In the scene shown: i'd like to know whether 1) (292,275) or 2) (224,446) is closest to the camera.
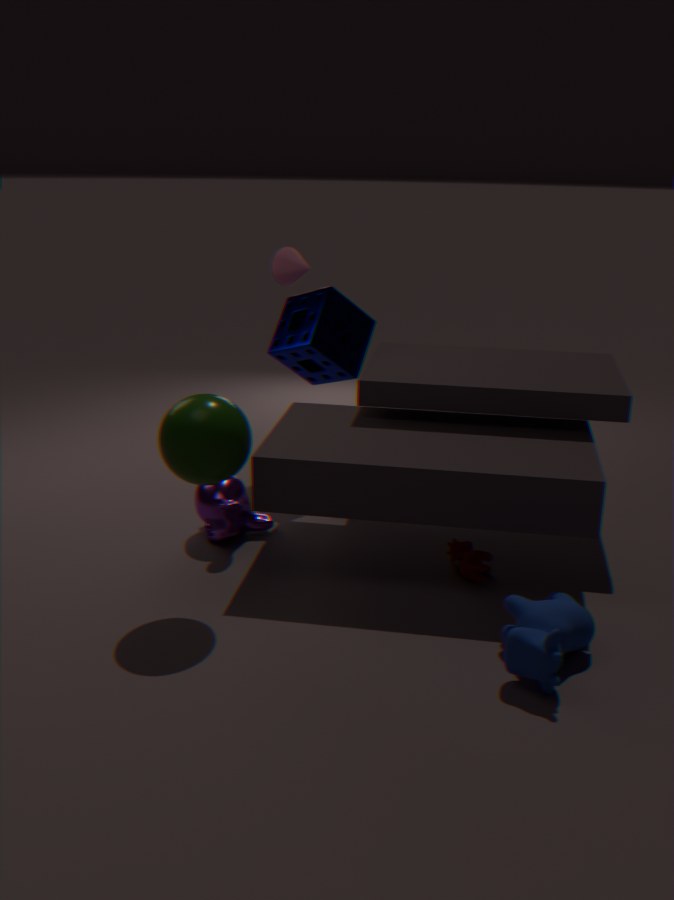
2. (224,446)
